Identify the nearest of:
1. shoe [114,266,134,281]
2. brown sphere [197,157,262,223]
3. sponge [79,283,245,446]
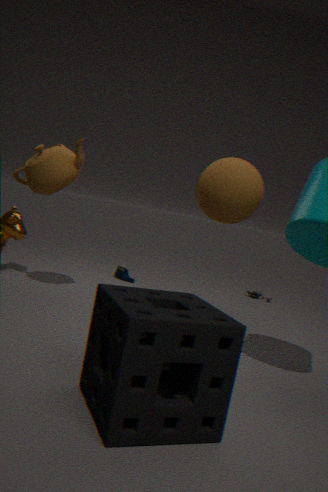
sponge [79,283,245,446]
